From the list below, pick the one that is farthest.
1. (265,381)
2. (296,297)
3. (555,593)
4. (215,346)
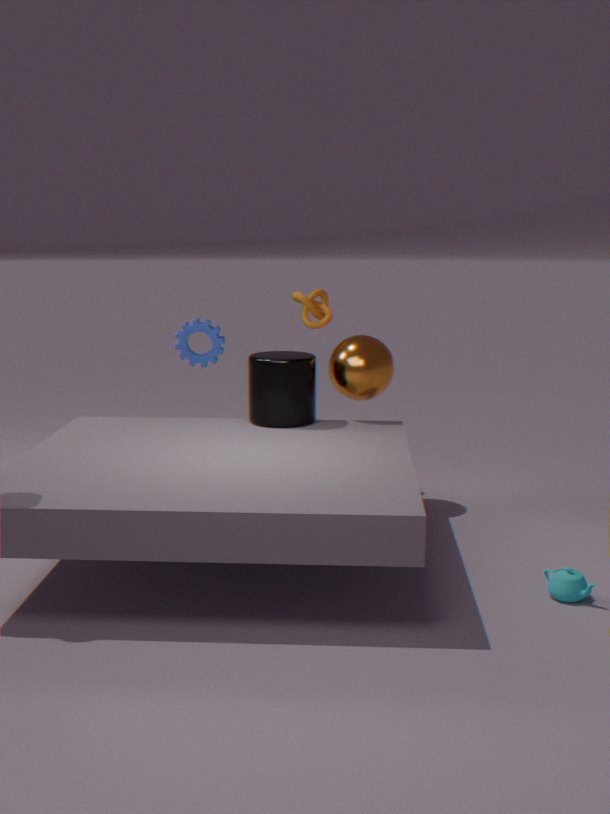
(296,297)
